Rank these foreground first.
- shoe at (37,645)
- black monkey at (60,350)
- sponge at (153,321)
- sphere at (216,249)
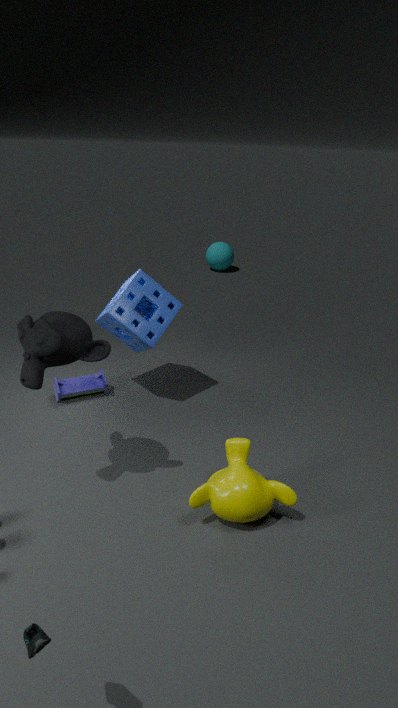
shoe at (37,645)
black monkey at (60,350)
sponge at (153,321)
sphere at (216,249)
